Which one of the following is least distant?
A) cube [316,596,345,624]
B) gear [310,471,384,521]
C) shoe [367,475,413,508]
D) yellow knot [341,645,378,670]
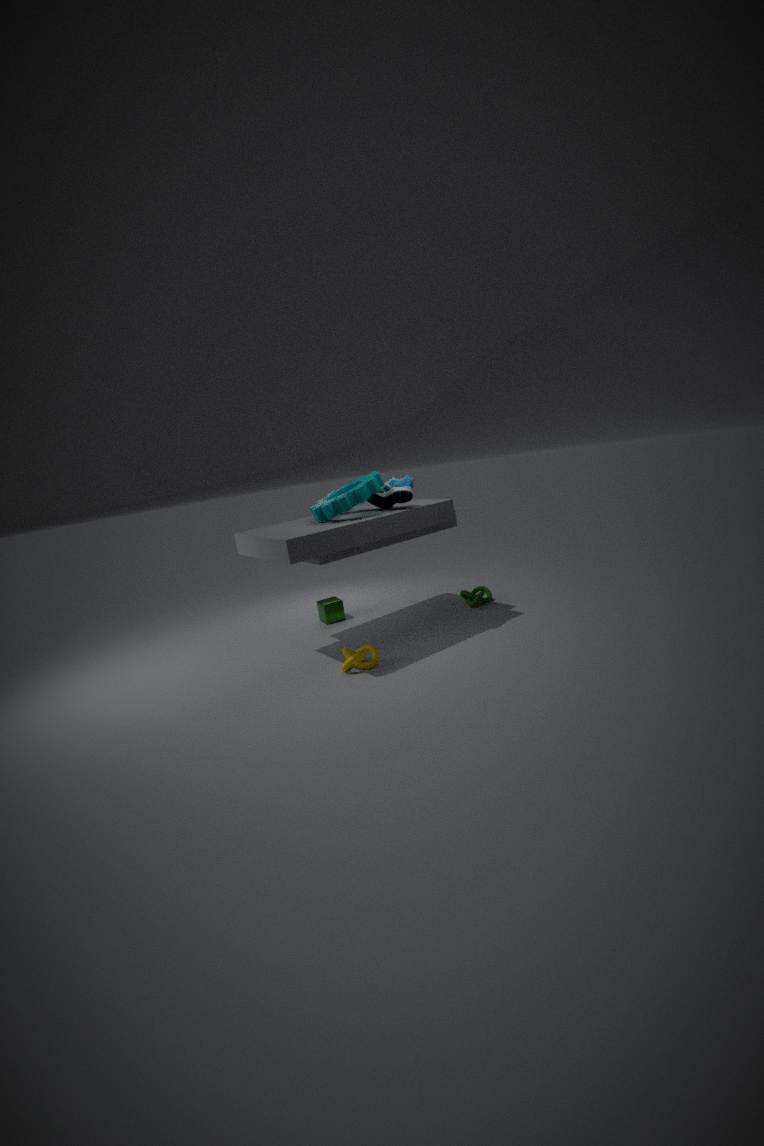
yellow knot [341,645,378,670]
